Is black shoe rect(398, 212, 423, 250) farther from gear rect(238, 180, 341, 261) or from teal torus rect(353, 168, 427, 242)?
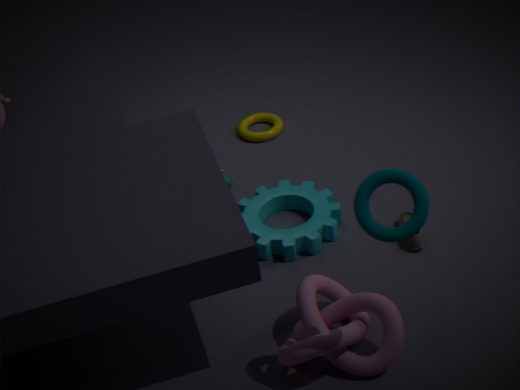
teal torus rect(353, 168, 427, 242)
